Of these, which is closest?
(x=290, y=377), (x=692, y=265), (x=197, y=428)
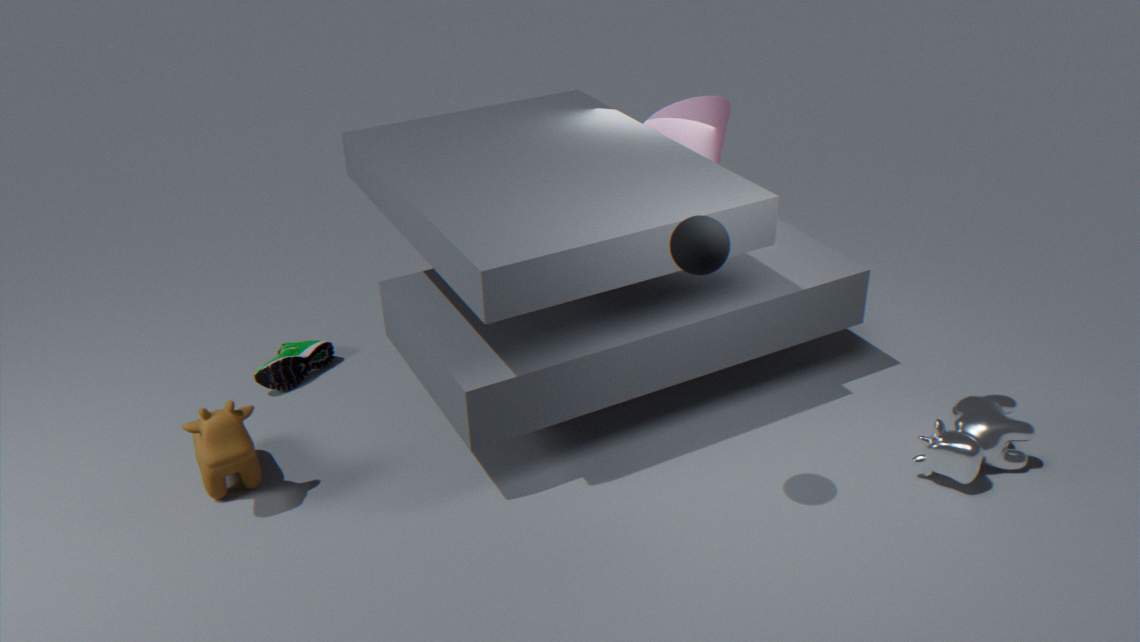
(x=692, y=265)
